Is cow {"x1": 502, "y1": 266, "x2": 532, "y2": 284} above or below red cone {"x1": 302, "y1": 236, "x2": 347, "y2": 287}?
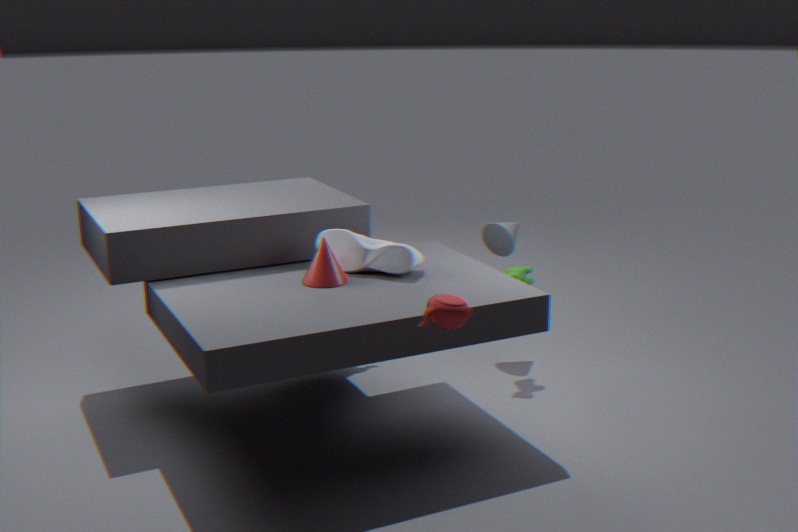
below
